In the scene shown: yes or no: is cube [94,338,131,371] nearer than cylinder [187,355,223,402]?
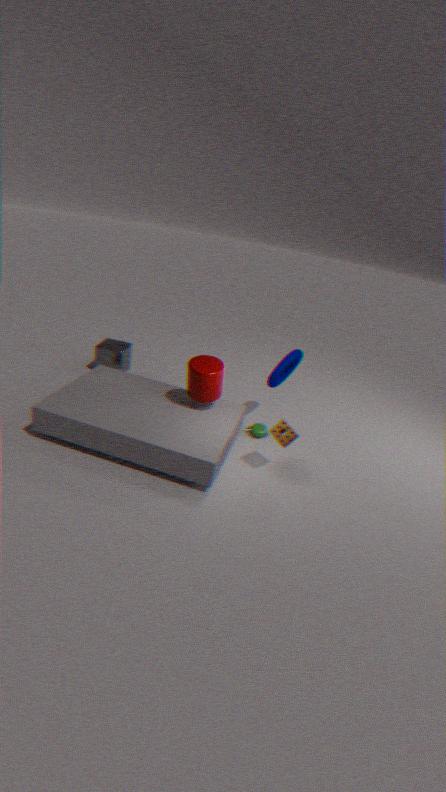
No
